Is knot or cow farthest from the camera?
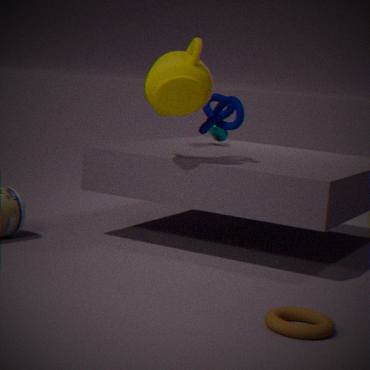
cow
